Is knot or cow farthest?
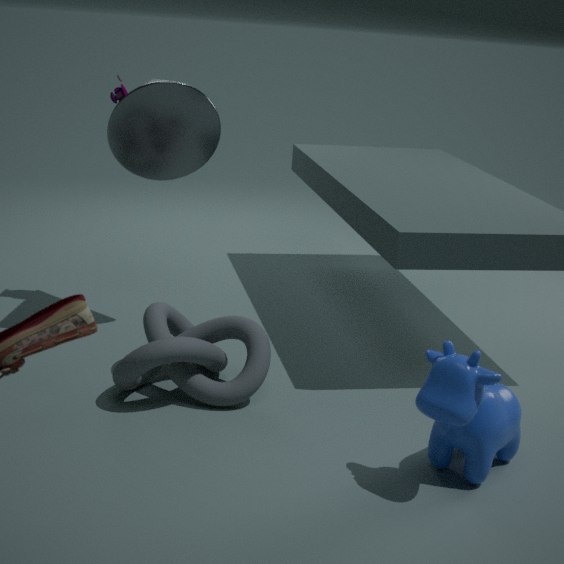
knot
